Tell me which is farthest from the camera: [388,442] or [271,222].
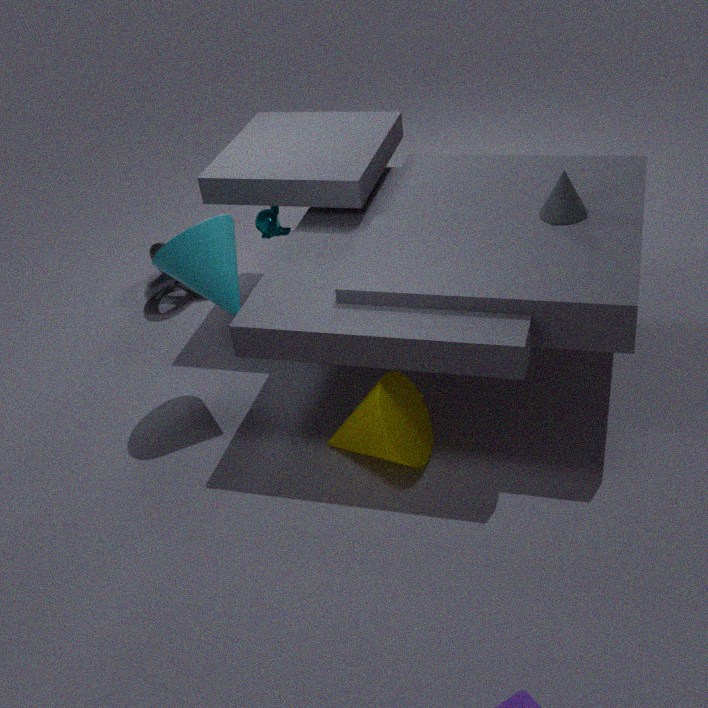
[271,222]
